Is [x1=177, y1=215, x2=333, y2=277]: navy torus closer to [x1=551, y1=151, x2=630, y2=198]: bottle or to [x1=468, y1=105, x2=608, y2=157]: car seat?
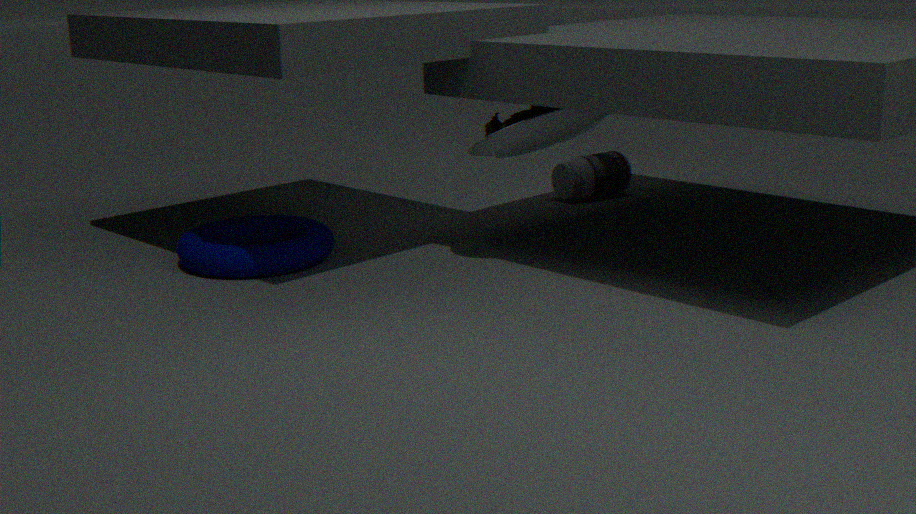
[x1=468, y1=105, x2=608, y2=157]: car seat
